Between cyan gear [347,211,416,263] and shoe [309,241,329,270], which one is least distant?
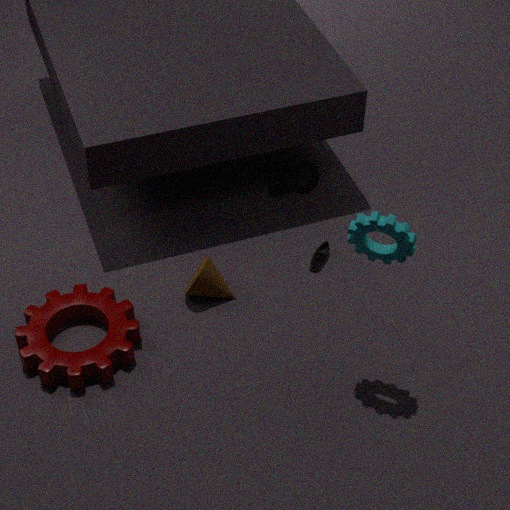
cyan gear [347,211,416,263]
